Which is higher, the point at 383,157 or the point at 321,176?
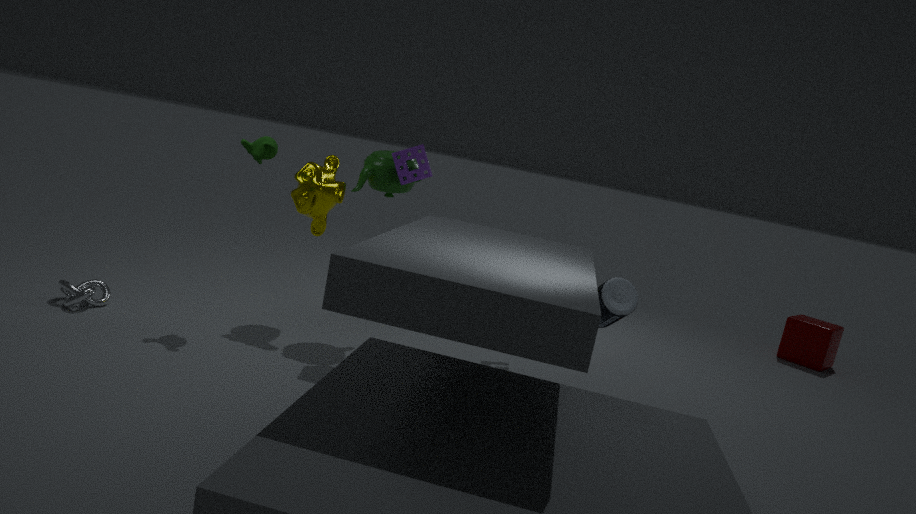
the point at 383,157
